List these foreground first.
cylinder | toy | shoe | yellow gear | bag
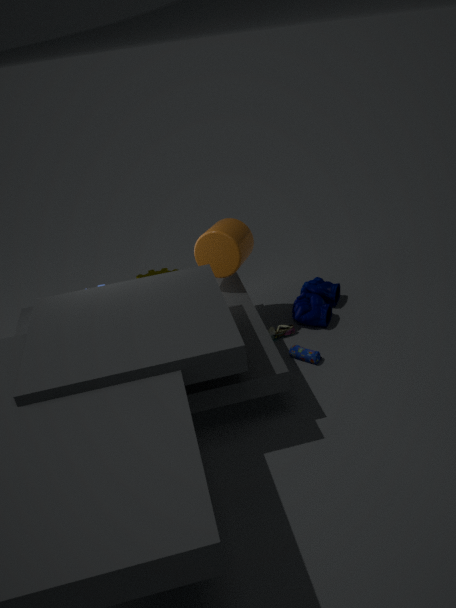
bag → cylinder → shoe → toy → yellow gear
